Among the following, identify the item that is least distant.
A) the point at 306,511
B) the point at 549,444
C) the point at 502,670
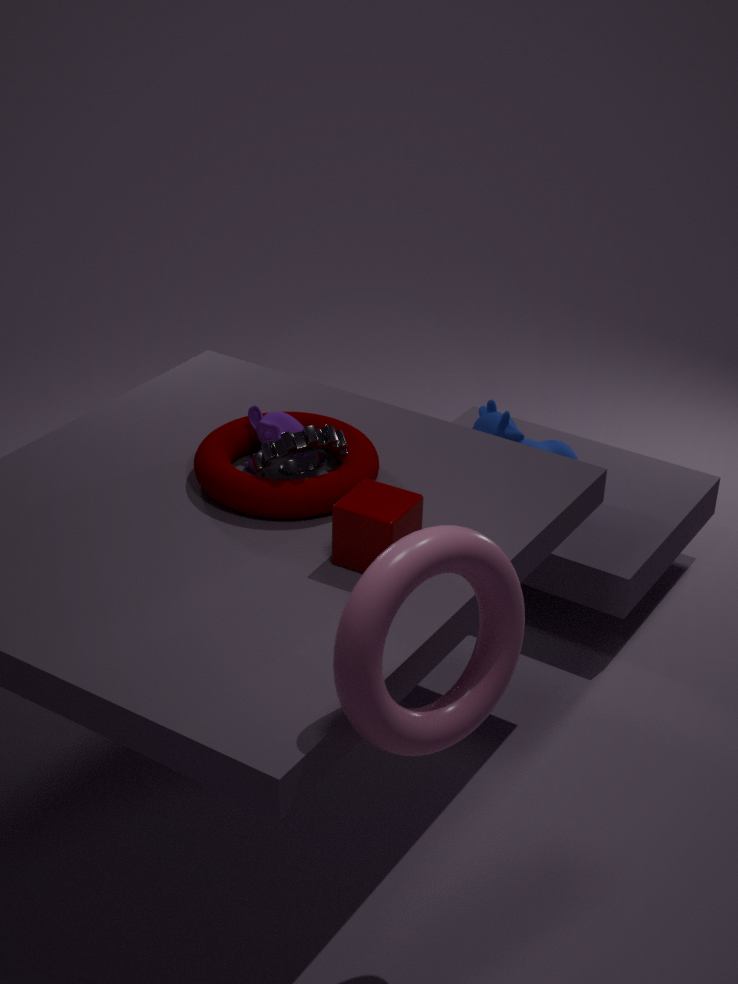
the point at 502,670
